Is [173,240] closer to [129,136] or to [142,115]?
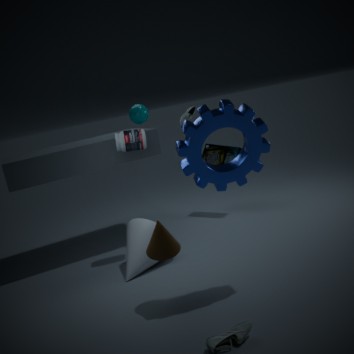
[129,136]
